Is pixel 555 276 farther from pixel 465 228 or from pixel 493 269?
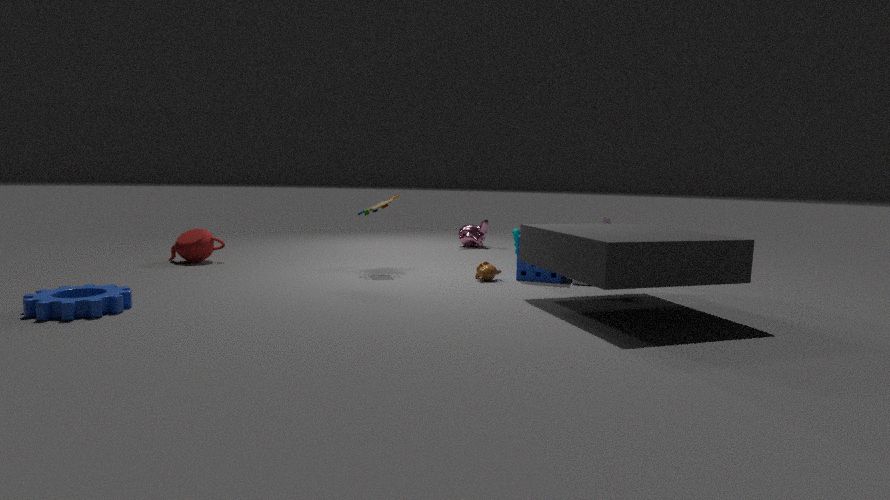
pixel 465 228
